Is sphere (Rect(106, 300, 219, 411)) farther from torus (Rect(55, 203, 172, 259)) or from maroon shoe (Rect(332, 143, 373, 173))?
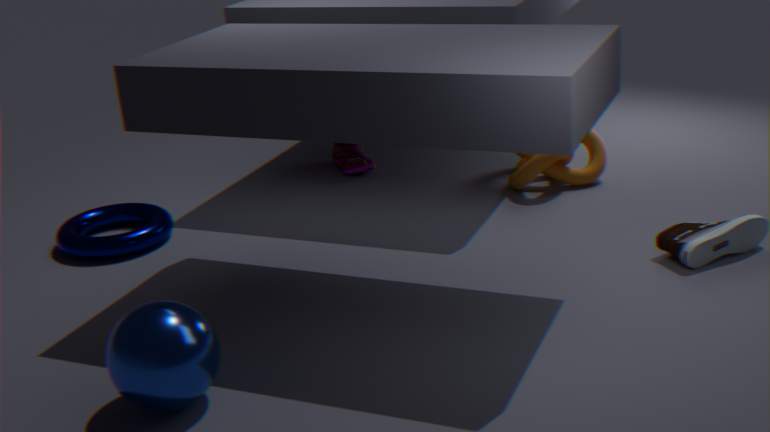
maroon shoe (Rect(332, 143, 373, 173))
